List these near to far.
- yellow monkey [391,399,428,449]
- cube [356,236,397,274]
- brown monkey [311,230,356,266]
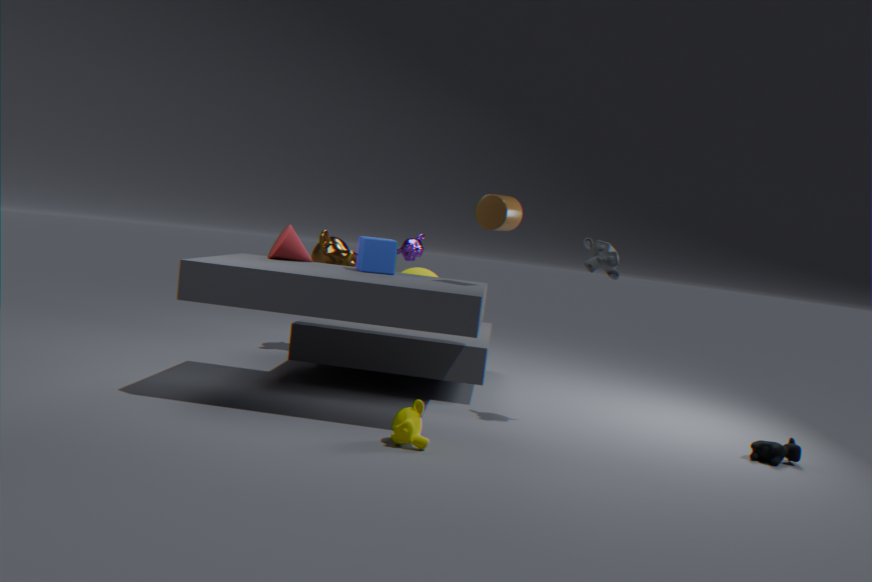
1. yellow monkey [391,399,428,449]
2. cube [356,236,397,274]
3. brown monkey [311,230,356,266]
